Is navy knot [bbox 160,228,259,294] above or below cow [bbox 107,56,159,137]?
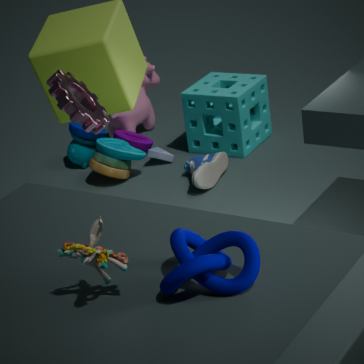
above
